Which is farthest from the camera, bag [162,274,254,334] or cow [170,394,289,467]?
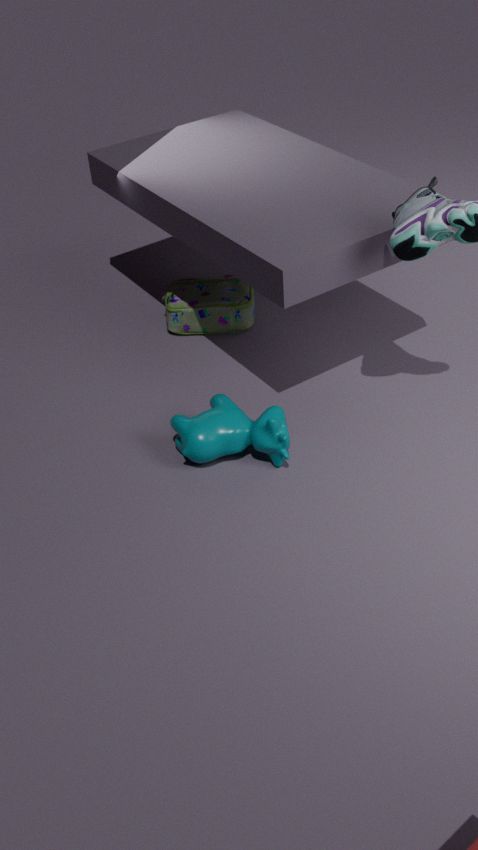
bag [162,274,254,334]
